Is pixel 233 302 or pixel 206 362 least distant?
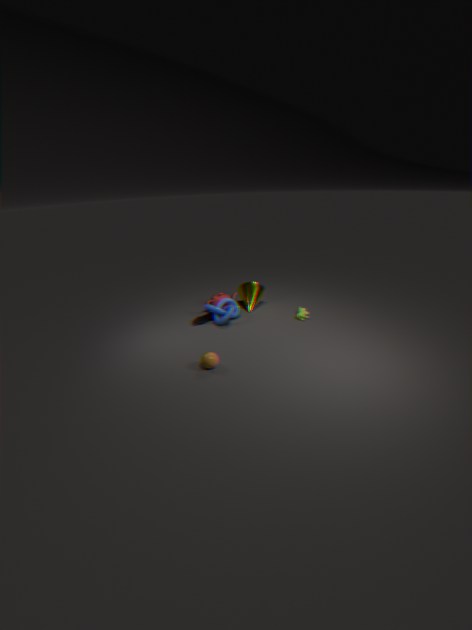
pixel 206 362
